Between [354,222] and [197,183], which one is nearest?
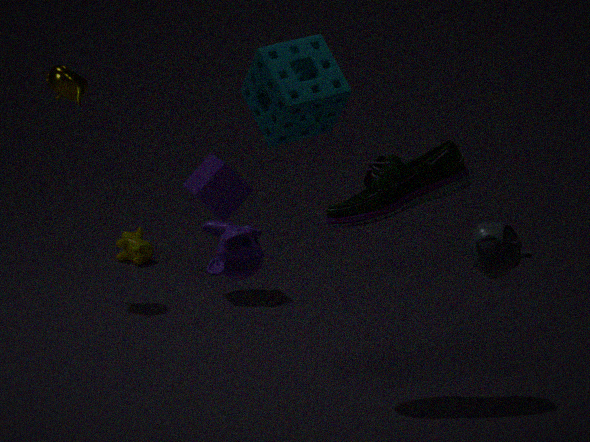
[354,222]
